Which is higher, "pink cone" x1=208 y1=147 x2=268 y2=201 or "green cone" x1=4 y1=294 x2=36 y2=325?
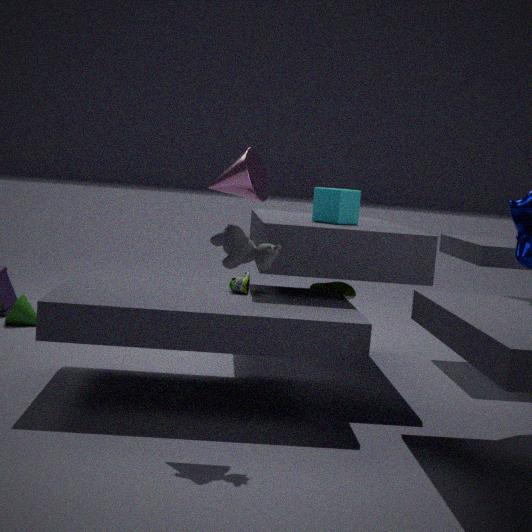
"pink cone" x1=208 y1=147 x2=268 y2=201
